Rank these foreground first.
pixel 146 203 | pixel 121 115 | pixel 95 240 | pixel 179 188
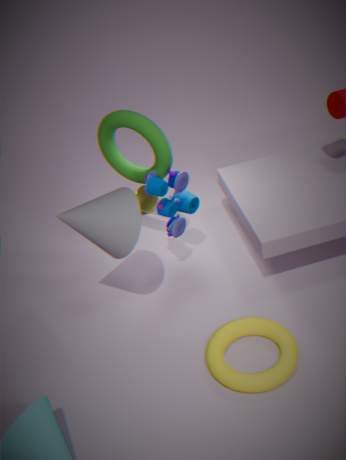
pixel 95 240 < pixel 121 115 < pixel 179 188 < pixel 146 203
